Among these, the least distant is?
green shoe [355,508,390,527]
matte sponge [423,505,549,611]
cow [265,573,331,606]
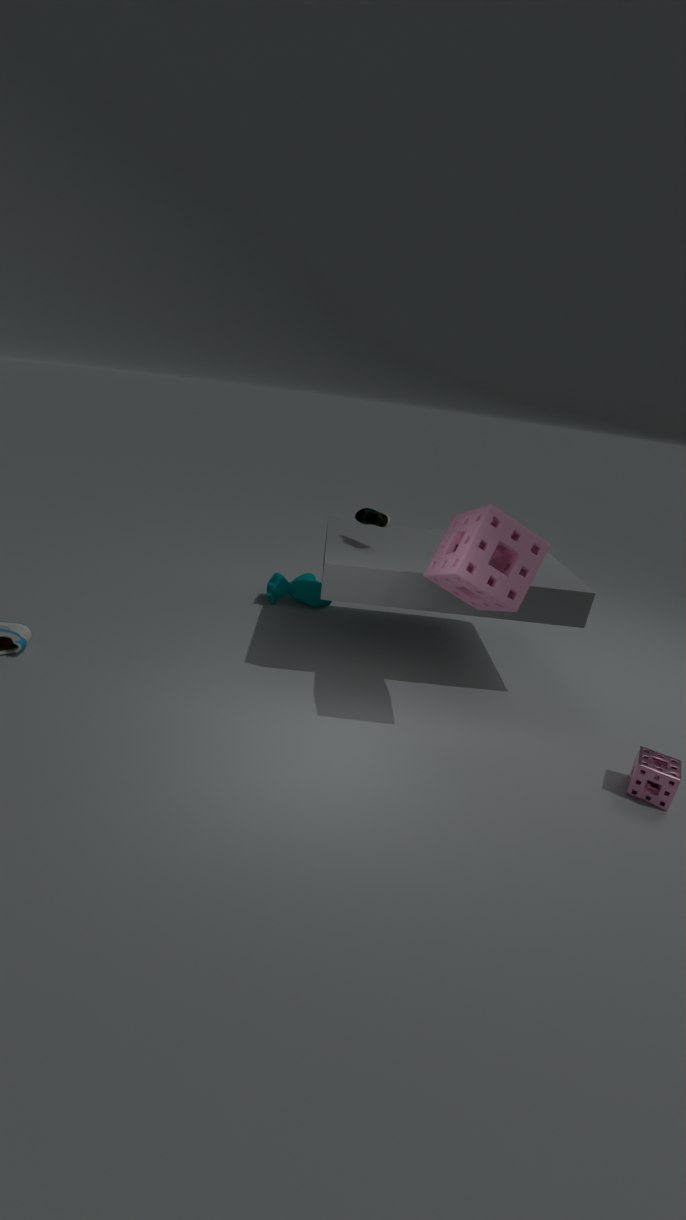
matte sponge [423,505,549,611]
